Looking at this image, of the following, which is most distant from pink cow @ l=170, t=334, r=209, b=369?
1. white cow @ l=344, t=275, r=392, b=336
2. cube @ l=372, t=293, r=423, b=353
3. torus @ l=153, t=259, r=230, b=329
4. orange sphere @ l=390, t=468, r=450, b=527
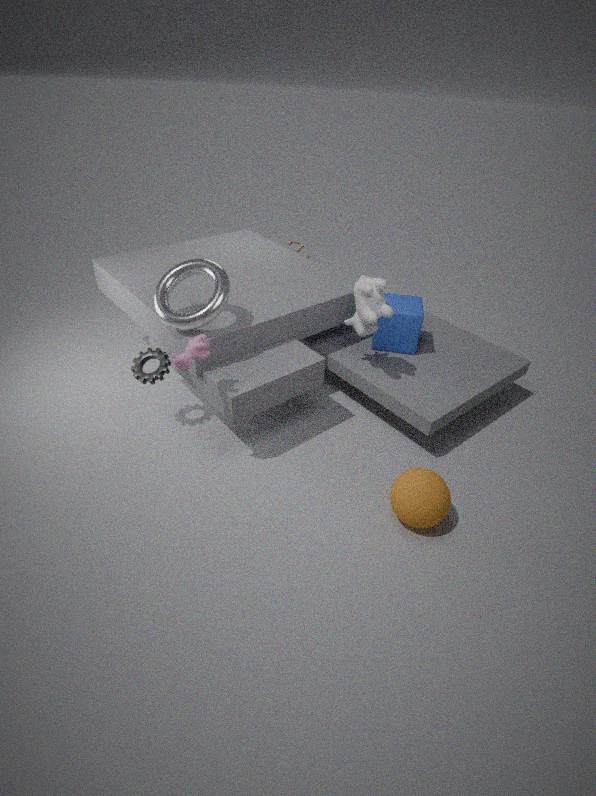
cube @ l=372, t=293, r=423, b=353
